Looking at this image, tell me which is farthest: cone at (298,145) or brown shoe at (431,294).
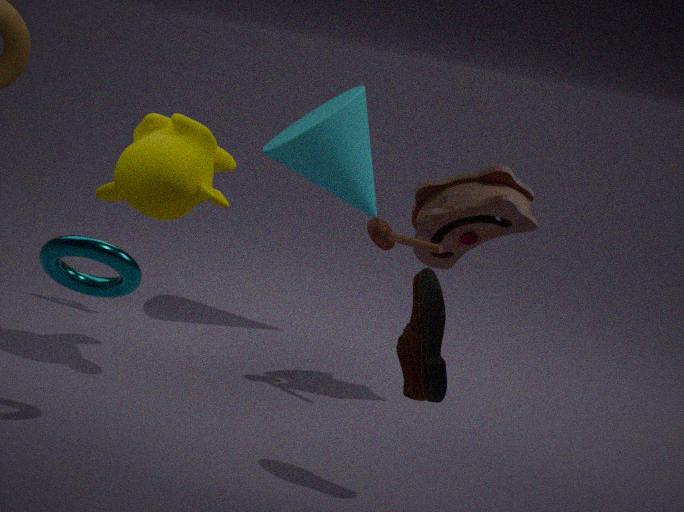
cone at (298,145)
